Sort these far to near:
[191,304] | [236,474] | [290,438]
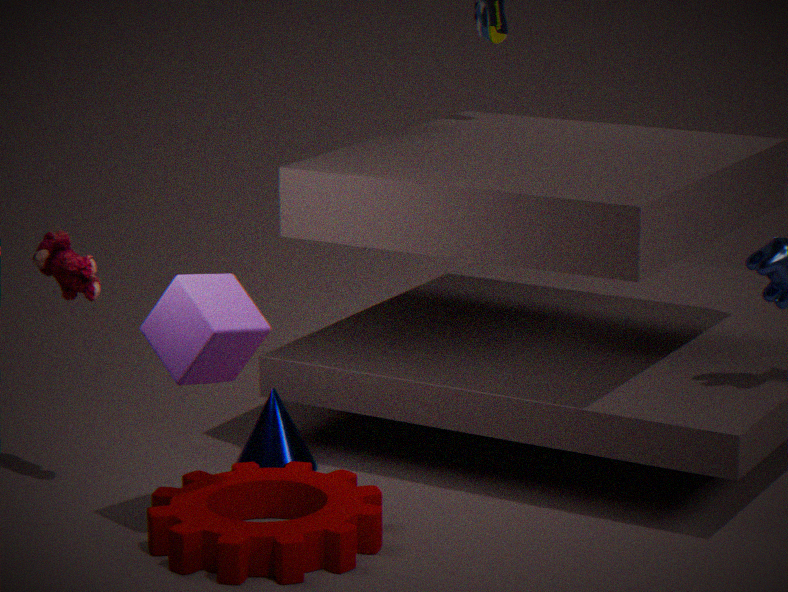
[290,438] → [236,474] → [191,304]
